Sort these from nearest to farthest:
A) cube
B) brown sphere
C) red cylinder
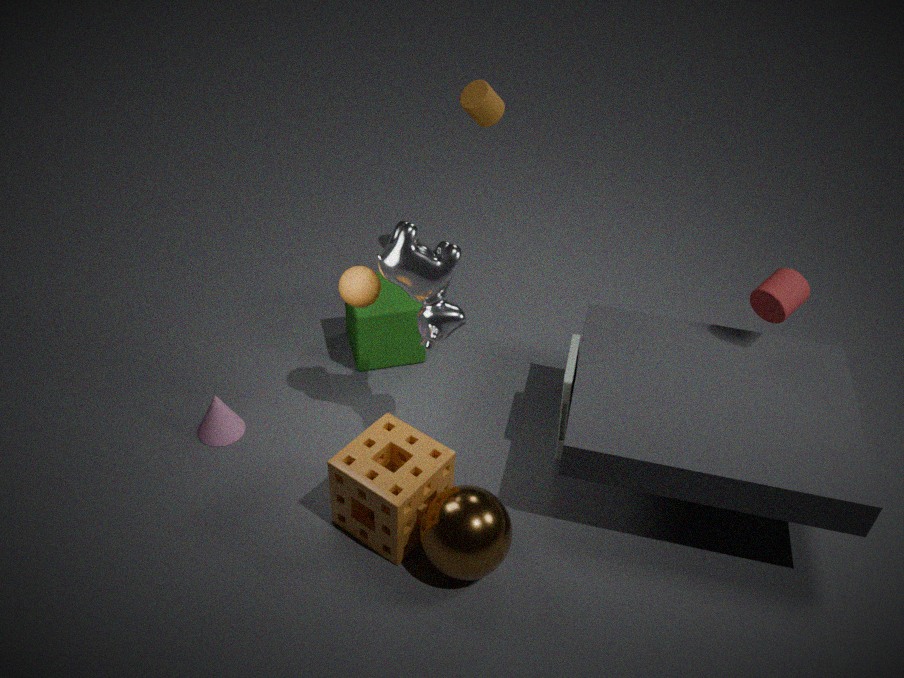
brown sphere → red cylinder → cube
